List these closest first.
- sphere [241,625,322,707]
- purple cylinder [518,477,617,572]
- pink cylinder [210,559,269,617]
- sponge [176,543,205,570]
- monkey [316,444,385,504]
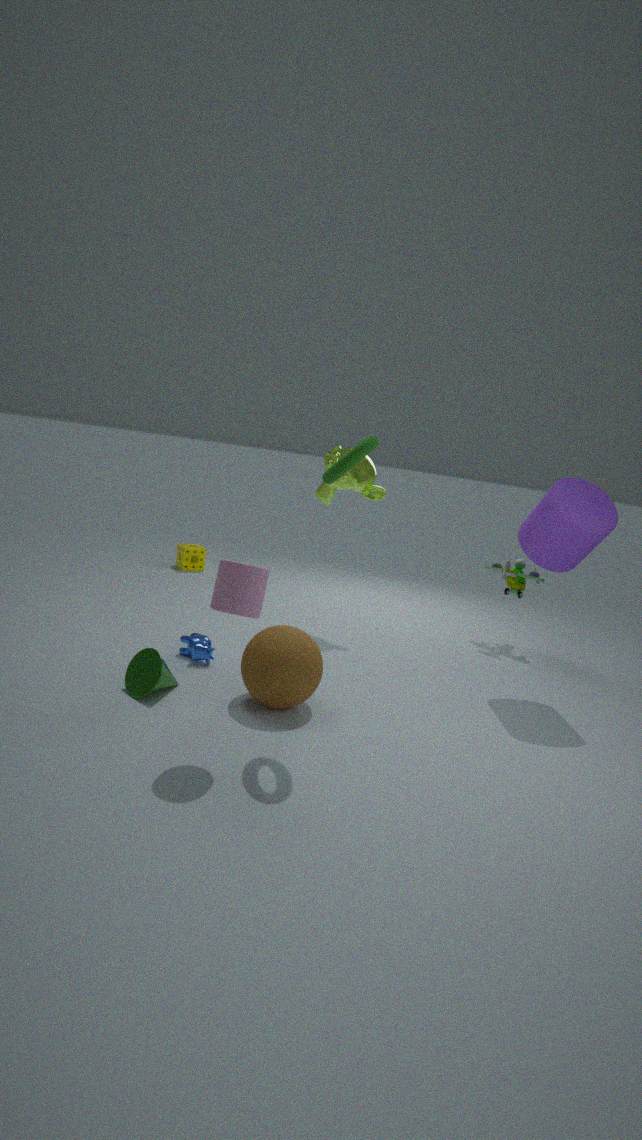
1. pink cylinder [210,559,269,617]
2. sphere [241,625,322,707]
3. purple cylinder [518,477,617,572]
4. monkey [316,444,385,504]
5. sponge [176,543,205,570]
